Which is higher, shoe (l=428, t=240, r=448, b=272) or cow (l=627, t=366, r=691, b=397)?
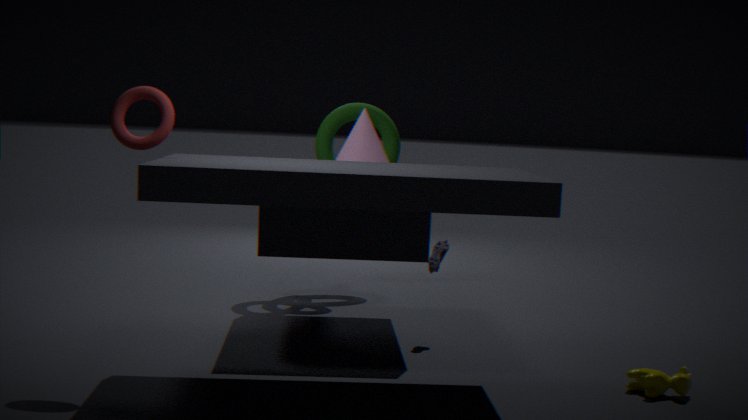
shoe (l=428, t=240, r=448, b=272)
